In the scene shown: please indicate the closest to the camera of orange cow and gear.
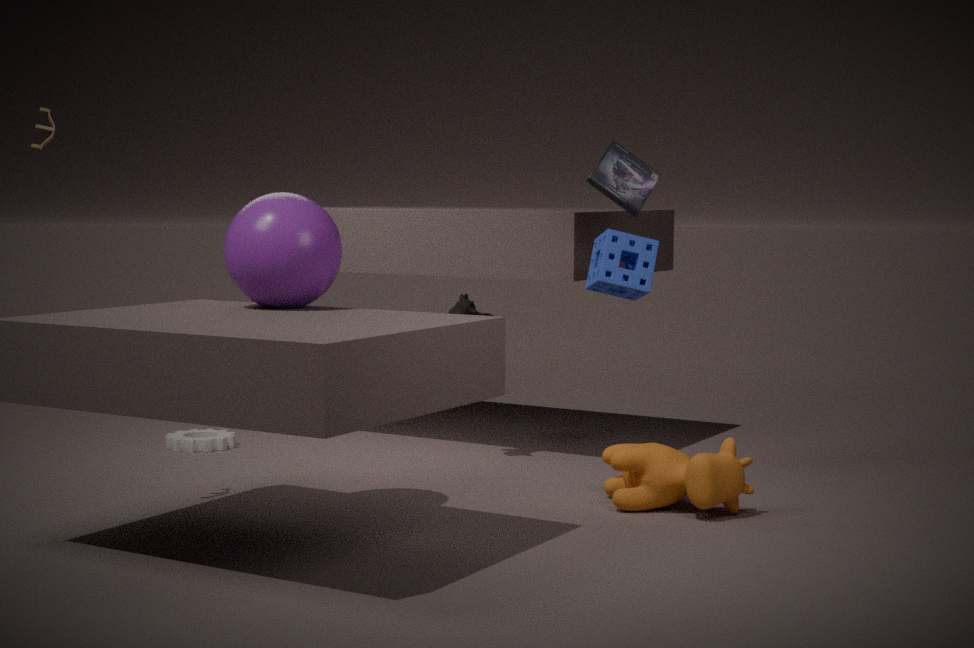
orange cow
